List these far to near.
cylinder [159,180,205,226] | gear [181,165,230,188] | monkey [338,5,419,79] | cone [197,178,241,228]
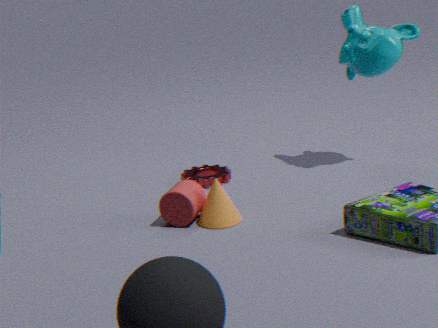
gear [181,165,230,188]
monkey [338,5,419,79]
cylinder [159,180,205,226]
cone [197,178,241,228]
